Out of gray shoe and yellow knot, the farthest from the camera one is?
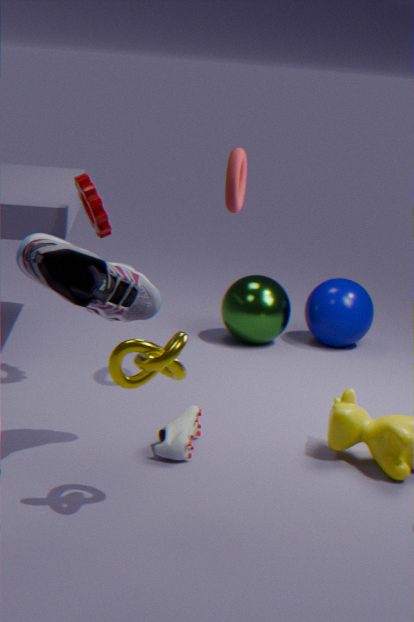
gray shoe
